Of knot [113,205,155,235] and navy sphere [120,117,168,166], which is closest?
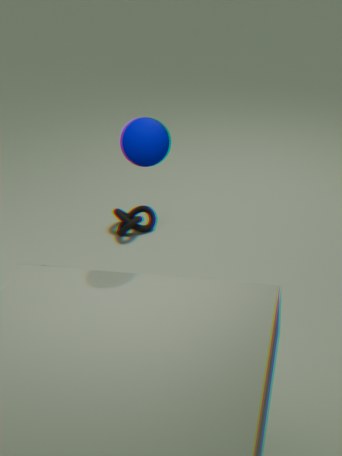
navy sphere [120,117,168,166]
